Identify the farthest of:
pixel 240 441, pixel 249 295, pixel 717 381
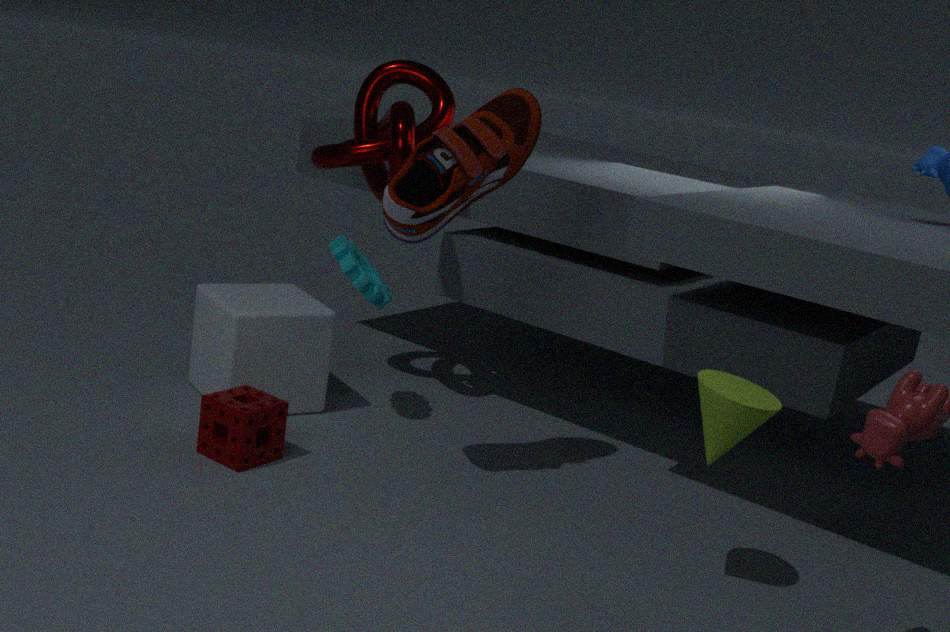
pixel 249 295
